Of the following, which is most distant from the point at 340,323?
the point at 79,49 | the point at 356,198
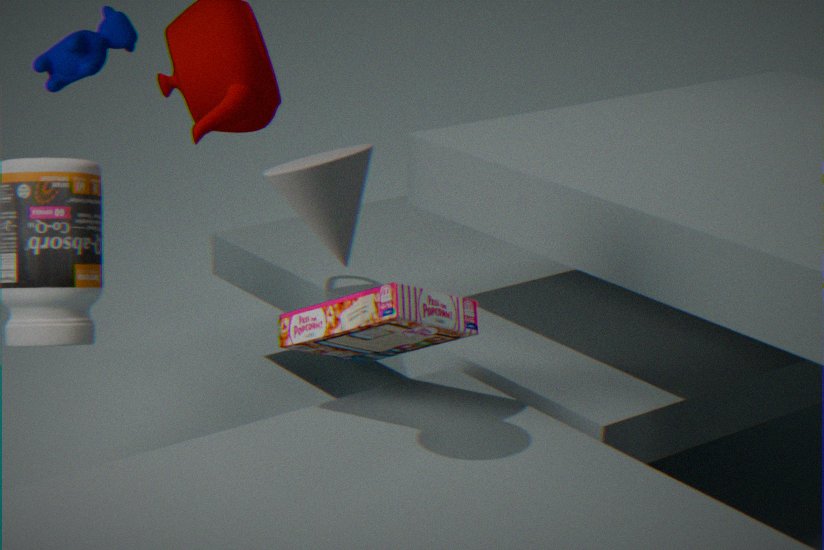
the point at 79,49
